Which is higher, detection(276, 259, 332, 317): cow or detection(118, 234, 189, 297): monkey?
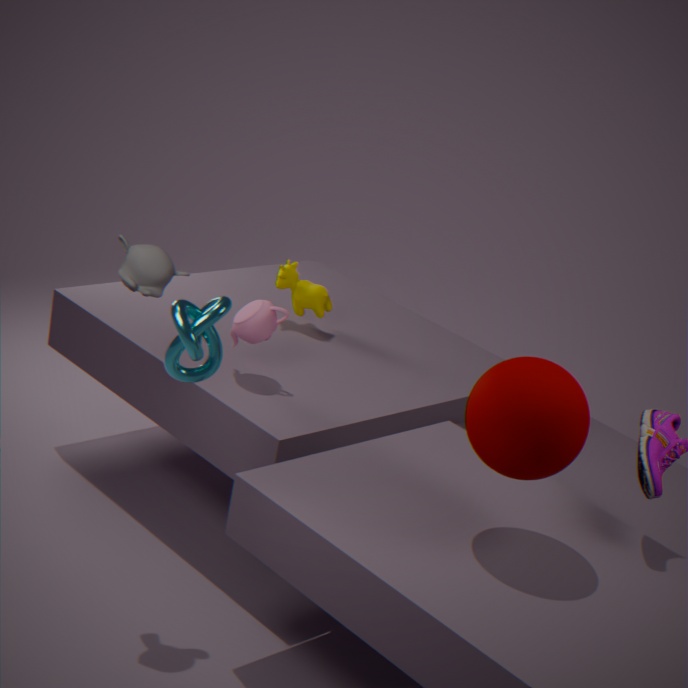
detection(118, 234, 189, 297): monkey
